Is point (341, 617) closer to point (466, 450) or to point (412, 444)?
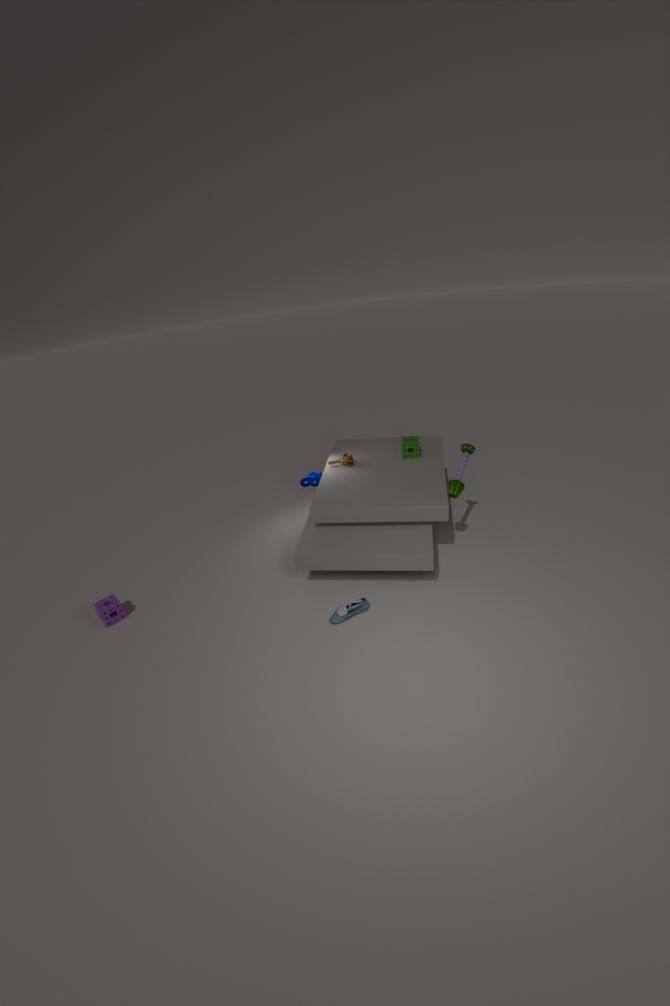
point (466, 450)
